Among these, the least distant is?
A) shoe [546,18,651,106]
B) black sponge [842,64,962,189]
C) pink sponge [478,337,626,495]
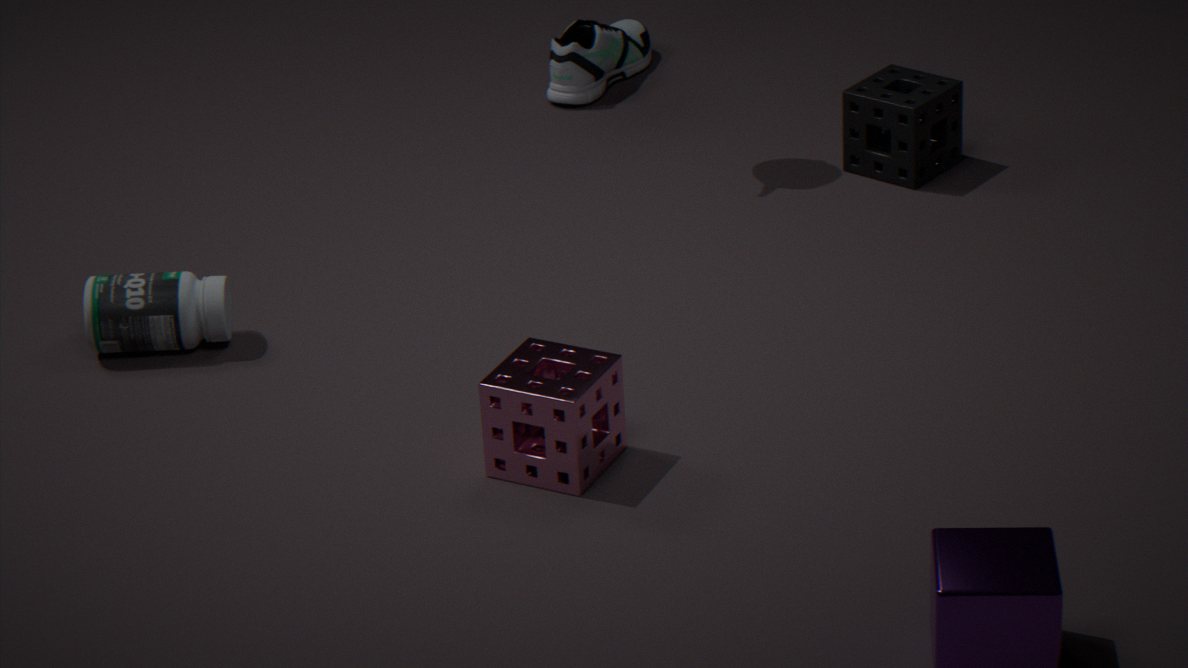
pink sponge [478,337,626,495]
